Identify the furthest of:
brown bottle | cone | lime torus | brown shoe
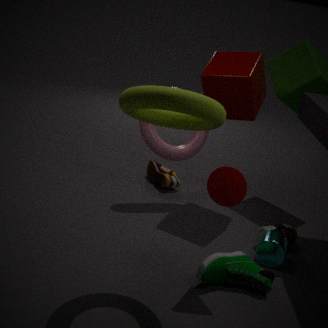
brown shoe
